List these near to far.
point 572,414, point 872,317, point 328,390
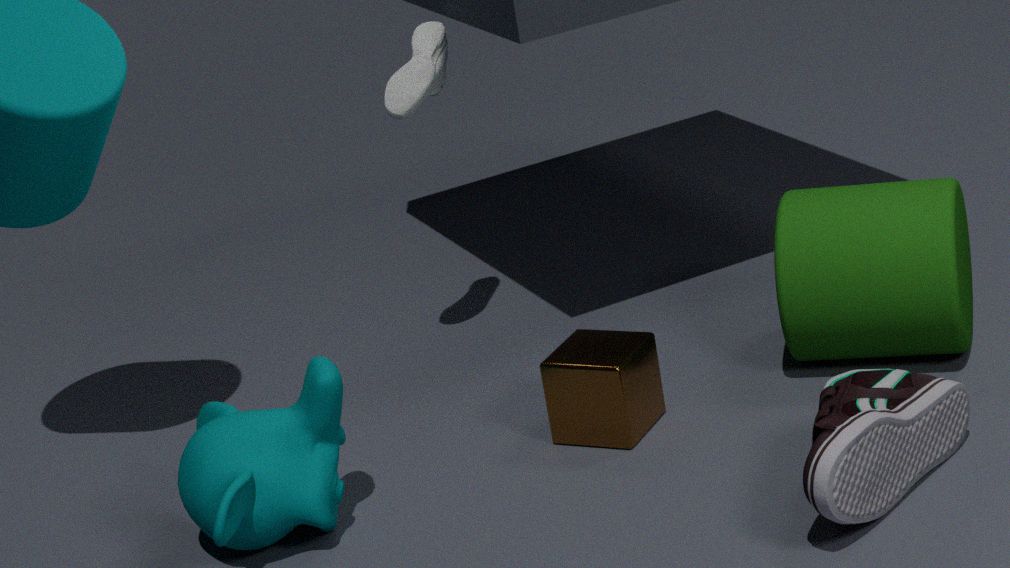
point 328,390
point 872,317
point 572,414
